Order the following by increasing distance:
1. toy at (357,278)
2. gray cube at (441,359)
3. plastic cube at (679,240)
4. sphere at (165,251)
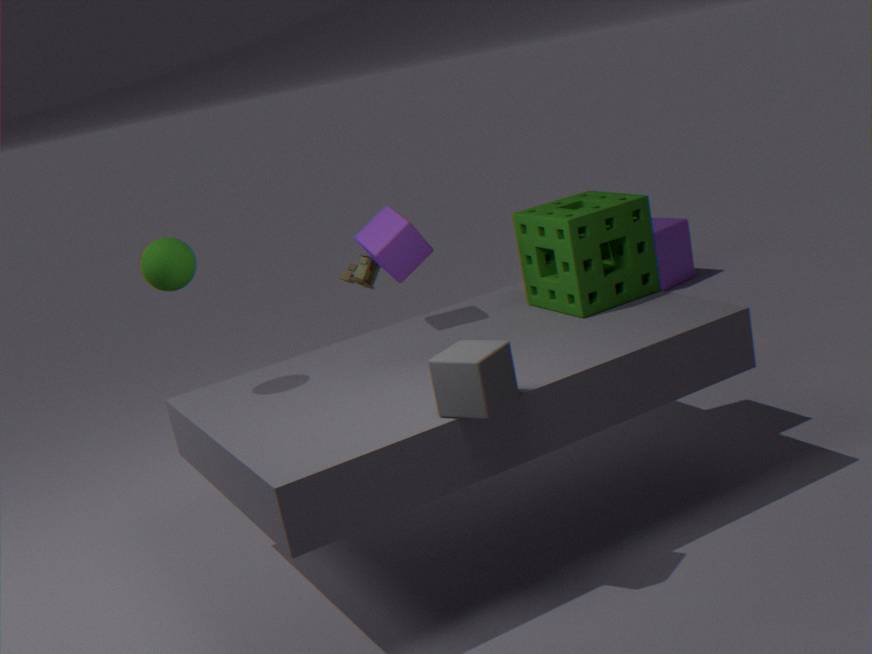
gray cube at (441,359) → sphere at (165,251) → toy at (357,278) → plastic cube at (679,240)
